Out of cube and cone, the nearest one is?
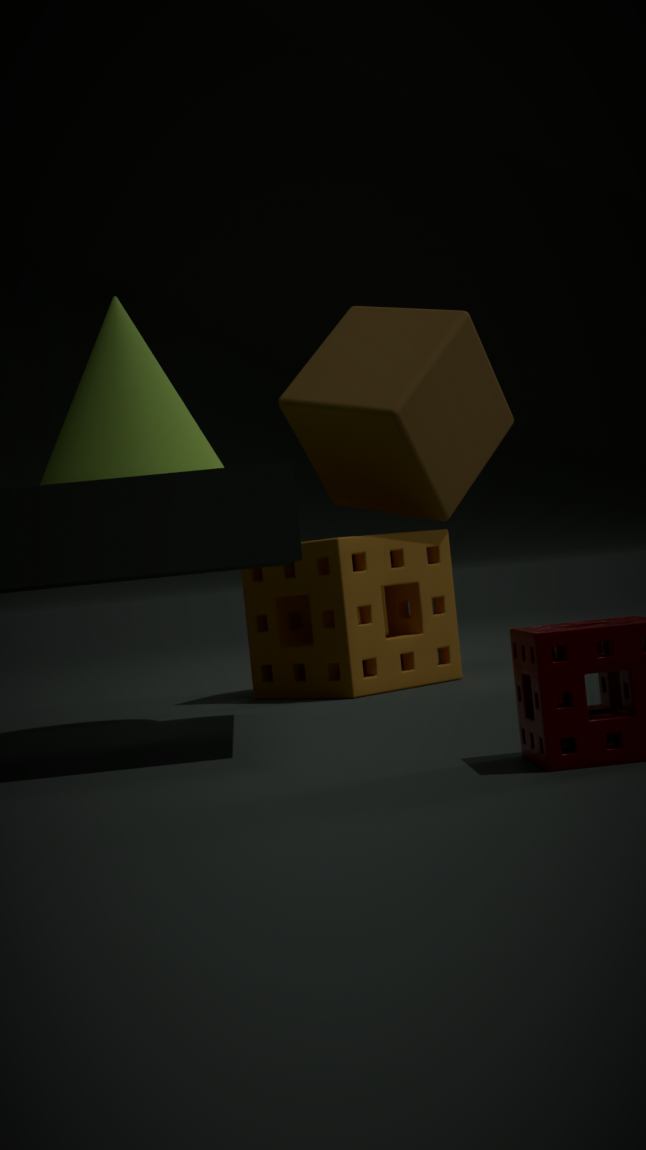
cone
